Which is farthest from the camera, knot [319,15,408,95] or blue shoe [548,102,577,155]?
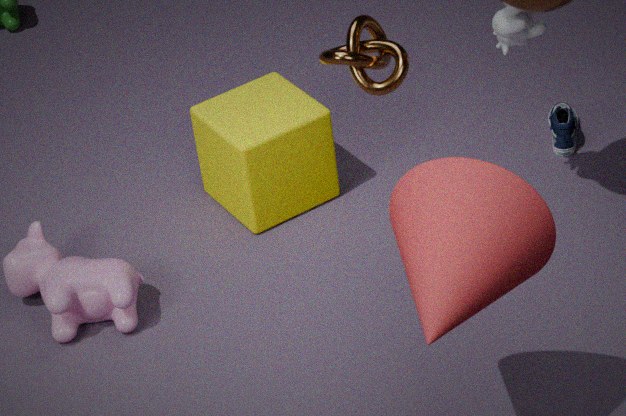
blue shoe [548,102,577,155]
